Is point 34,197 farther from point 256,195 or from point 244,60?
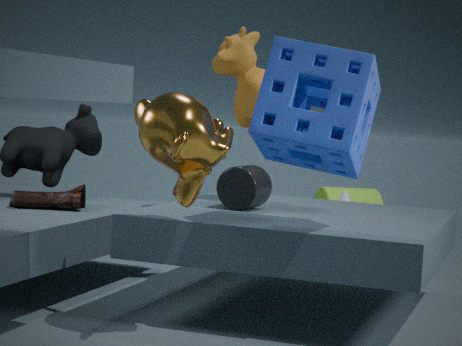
point 244,60
